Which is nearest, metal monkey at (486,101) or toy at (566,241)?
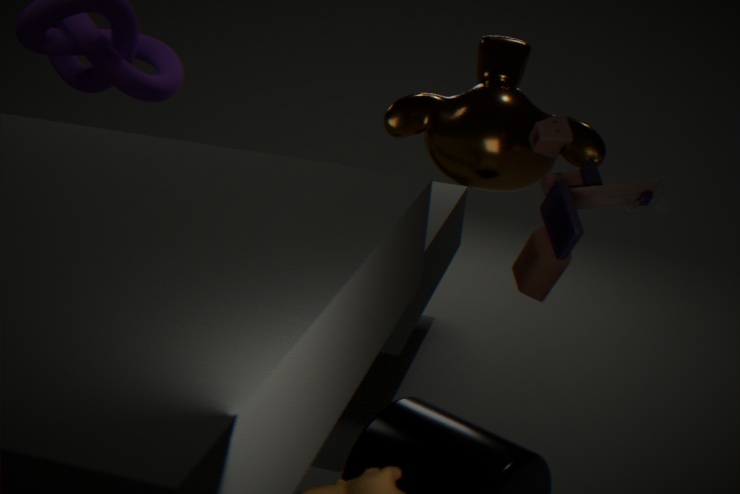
toy at (566,241)
